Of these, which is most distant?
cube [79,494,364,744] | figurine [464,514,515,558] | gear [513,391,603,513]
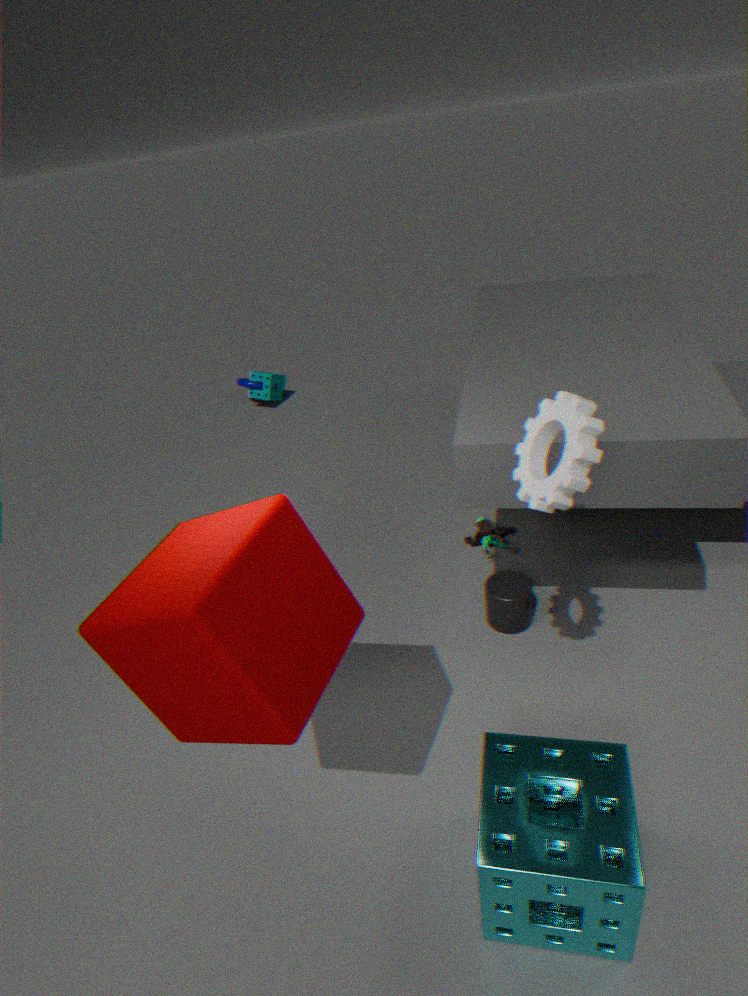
figurine [464,514,515,558]
